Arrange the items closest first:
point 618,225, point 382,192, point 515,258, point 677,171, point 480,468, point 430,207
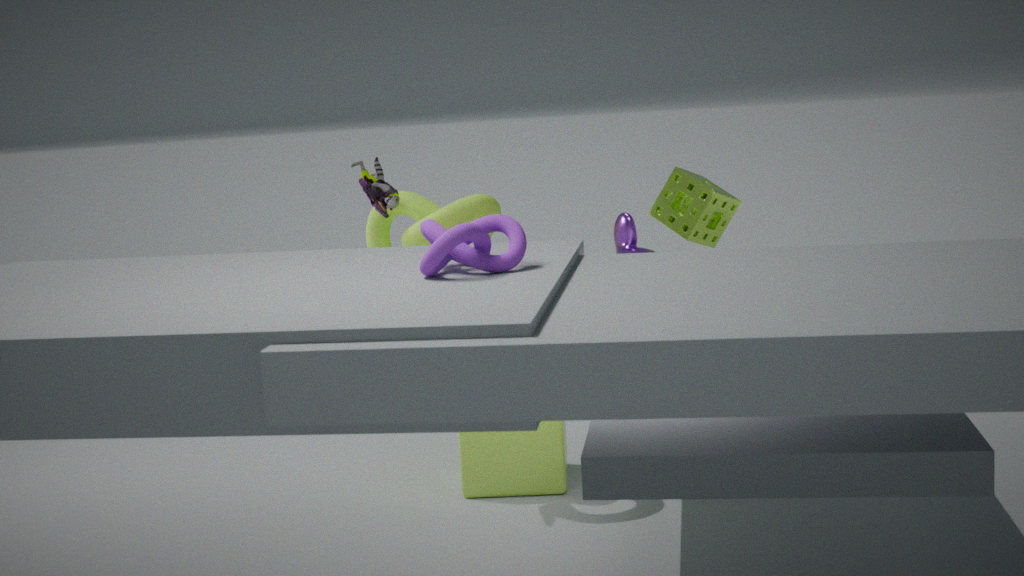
point 515,258 → point 618,225 → point 677,171 → point 382,192 → point 430,207 → point 480,468
